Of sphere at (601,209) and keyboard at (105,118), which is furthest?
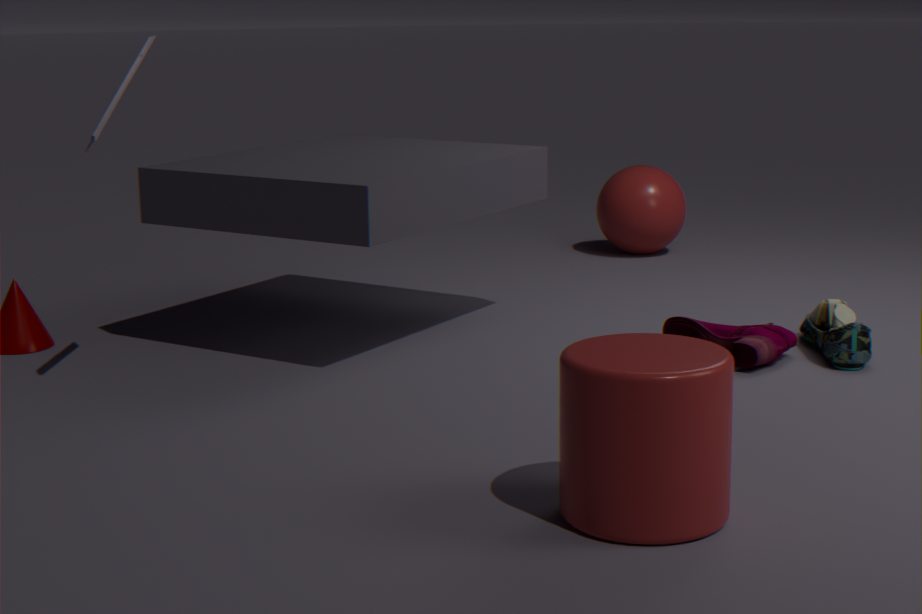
sphere at (601,209)
